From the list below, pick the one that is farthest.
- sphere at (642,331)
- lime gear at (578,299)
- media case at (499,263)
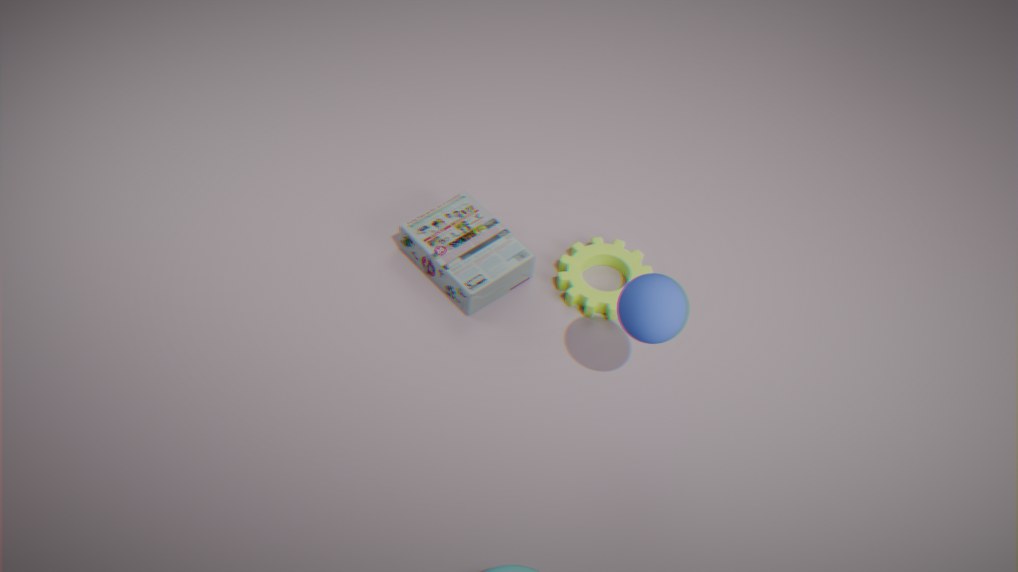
lime gear at (578,299)
